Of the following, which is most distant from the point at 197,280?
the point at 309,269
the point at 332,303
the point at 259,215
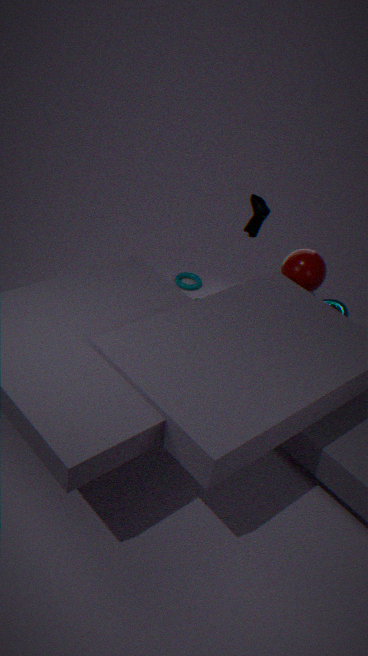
the point at 309,269
